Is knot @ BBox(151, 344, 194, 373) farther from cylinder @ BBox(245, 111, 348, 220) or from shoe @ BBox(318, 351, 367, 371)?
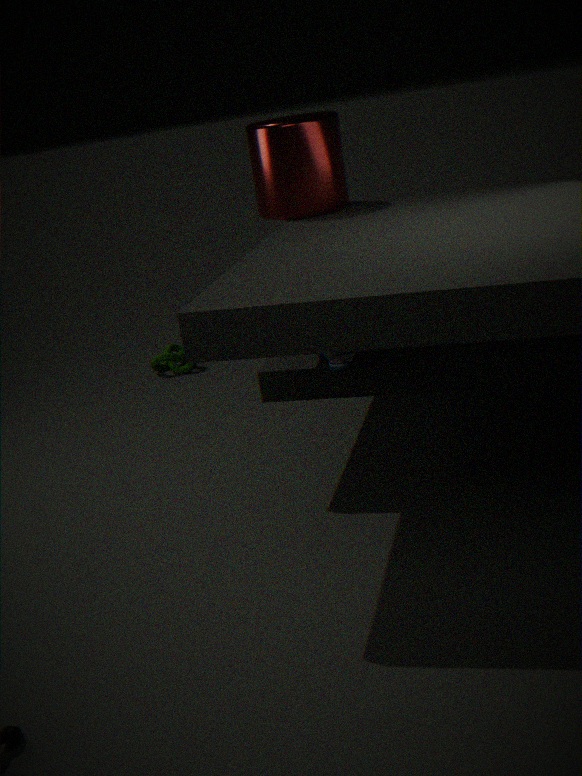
shoe @ BBox(318, 351, 367, 371)
